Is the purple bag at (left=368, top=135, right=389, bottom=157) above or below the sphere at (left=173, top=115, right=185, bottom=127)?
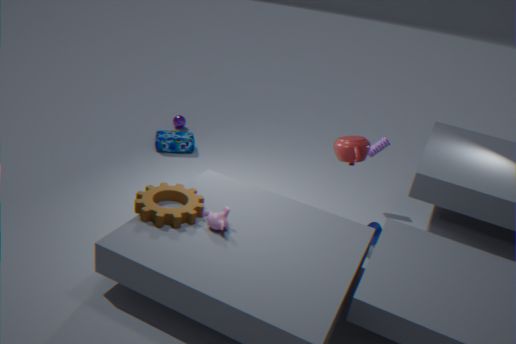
above
